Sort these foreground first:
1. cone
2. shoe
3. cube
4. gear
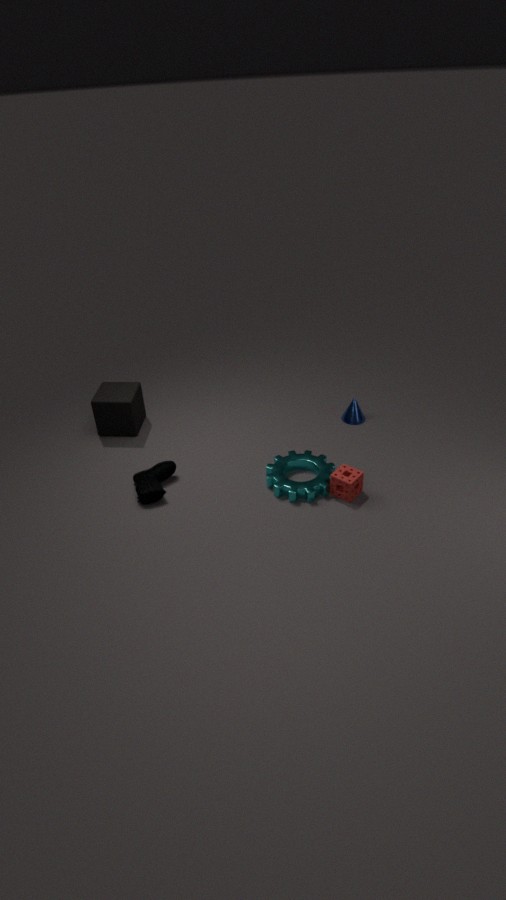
gear
shoe
cube
cone
